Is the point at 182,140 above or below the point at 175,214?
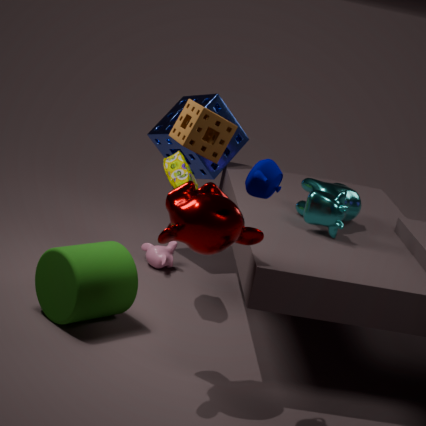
above
